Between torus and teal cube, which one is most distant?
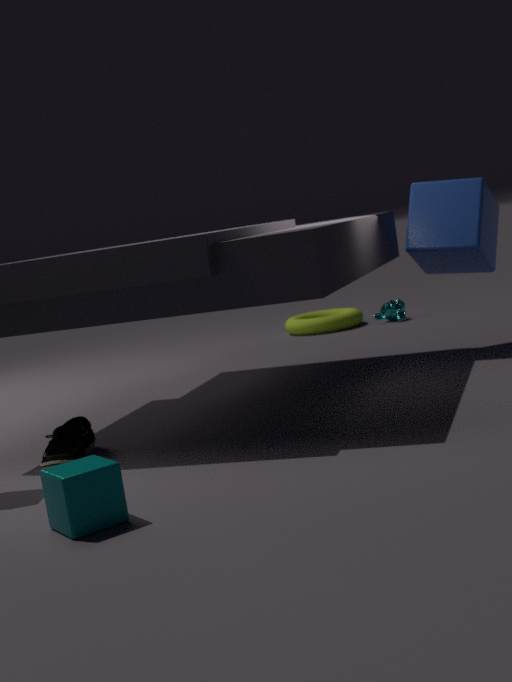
torus
